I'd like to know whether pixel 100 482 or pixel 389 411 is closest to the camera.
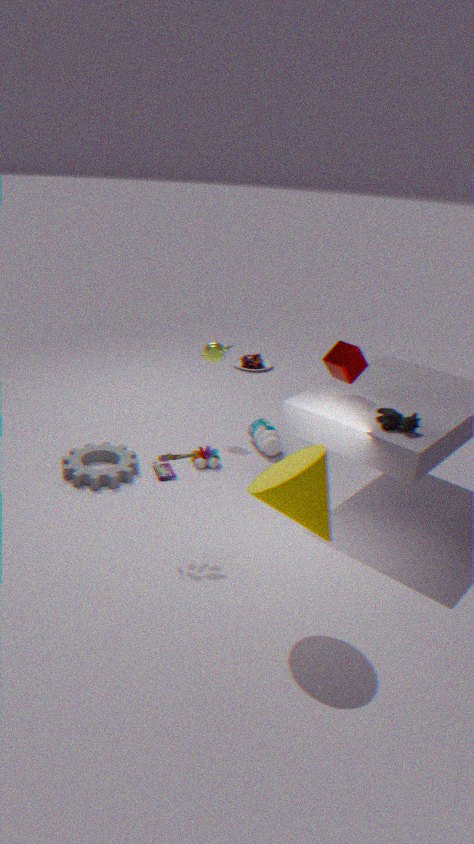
pixel 389 411
